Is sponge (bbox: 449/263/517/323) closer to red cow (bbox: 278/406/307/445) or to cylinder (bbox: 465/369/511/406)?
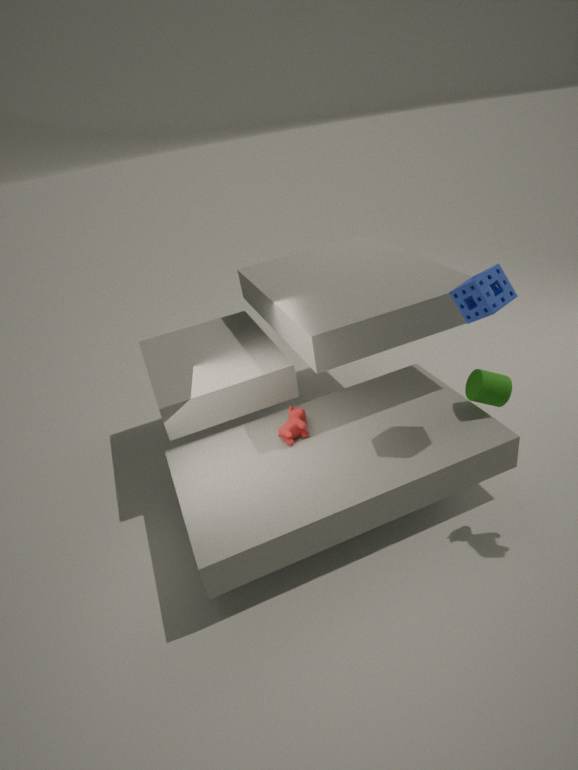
cylinder (bbox: 465/369/511/406)
